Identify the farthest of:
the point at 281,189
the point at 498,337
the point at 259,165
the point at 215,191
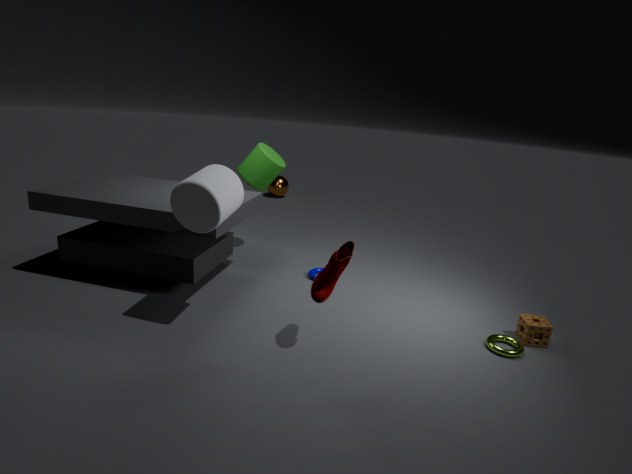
the point at 281,189
